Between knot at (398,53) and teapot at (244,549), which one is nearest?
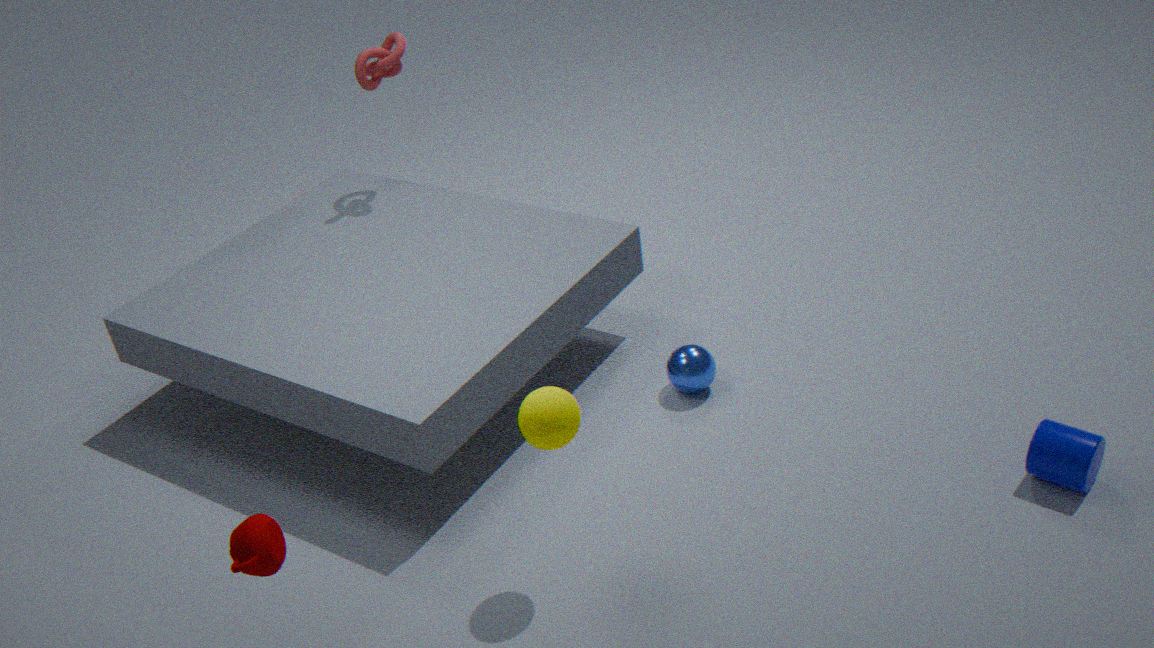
teapot at (244,549)
